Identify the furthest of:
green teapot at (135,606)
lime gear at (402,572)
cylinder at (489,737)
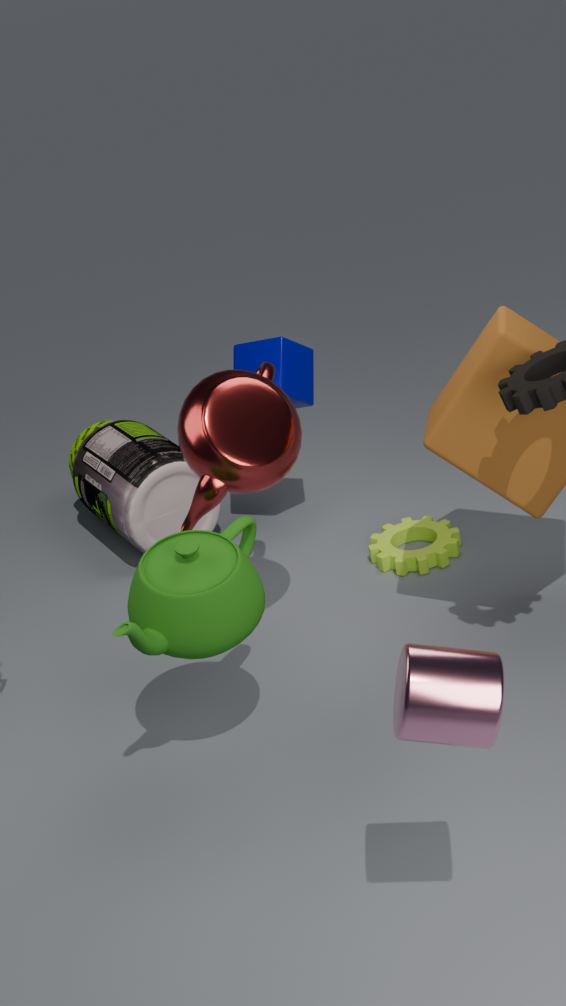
lime gear at (402,572)
